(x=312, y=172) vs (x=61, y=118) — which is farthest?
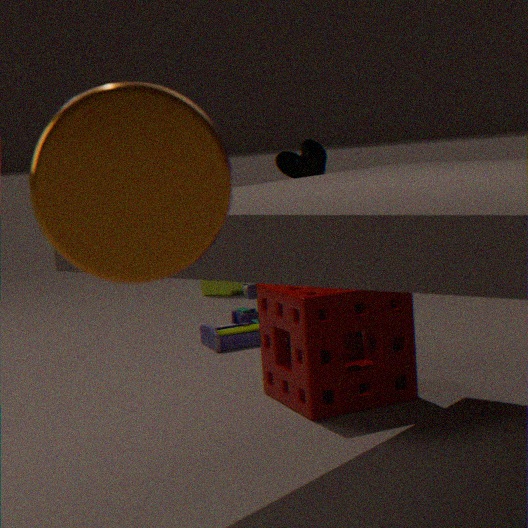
(x=312, y=172)
